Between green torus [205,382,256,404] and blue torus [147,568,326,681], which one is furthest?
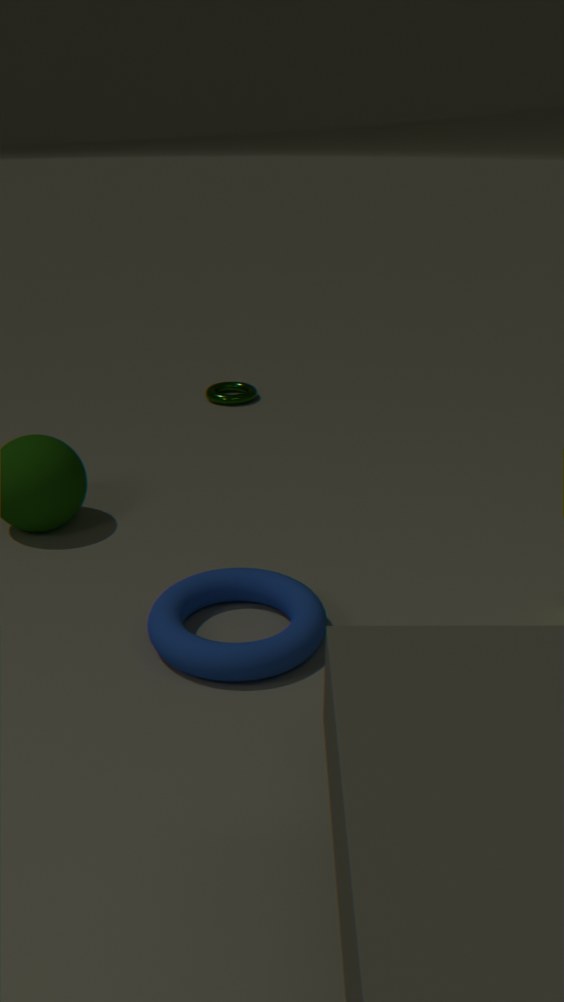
green torus [205,382,256,404]
